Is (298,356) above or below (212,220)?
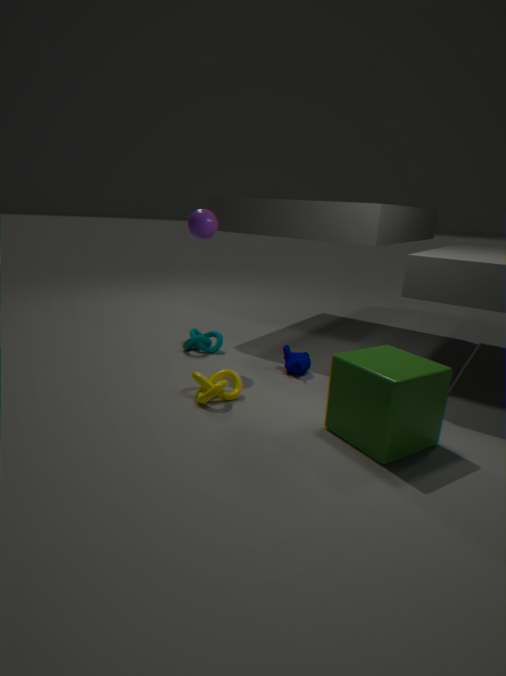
below
